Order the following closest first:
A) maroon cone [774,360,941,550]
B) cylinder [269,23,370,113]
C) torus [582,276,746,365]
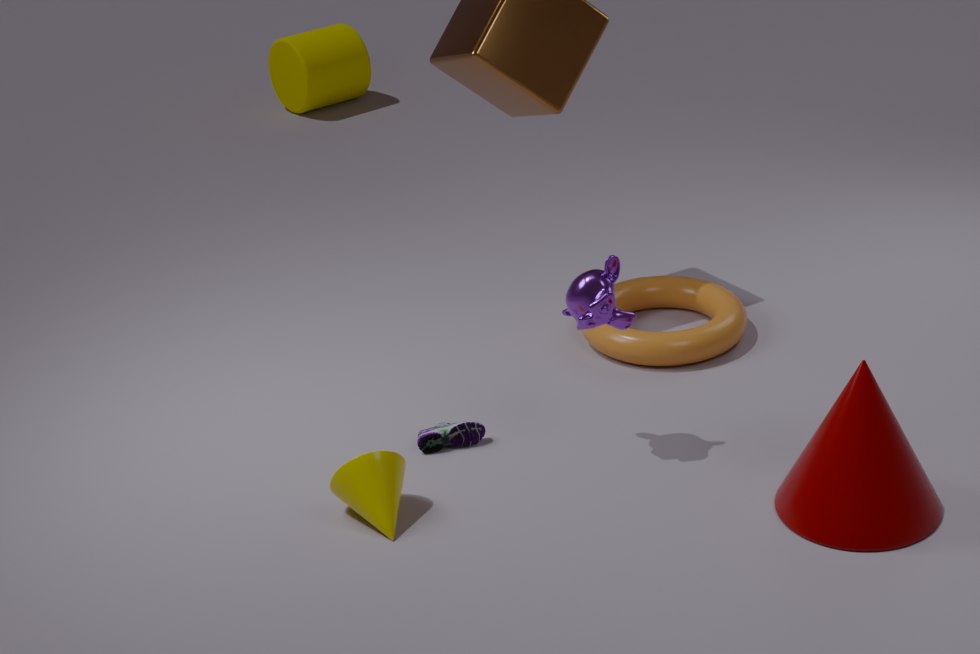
maroon cone [774,360,941,550], torus [582,276,746,365], cylinder [269,23,370,113]
